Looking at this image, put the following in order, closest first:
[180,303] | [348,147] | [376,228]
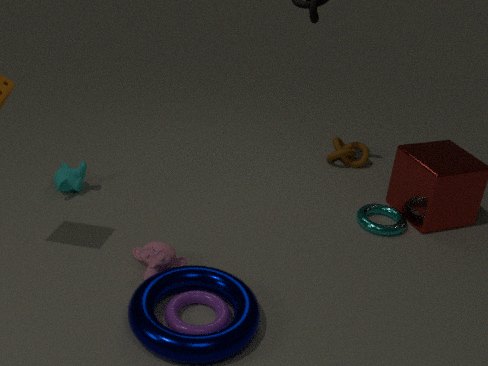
[180,303], [376,228], [348,147]
